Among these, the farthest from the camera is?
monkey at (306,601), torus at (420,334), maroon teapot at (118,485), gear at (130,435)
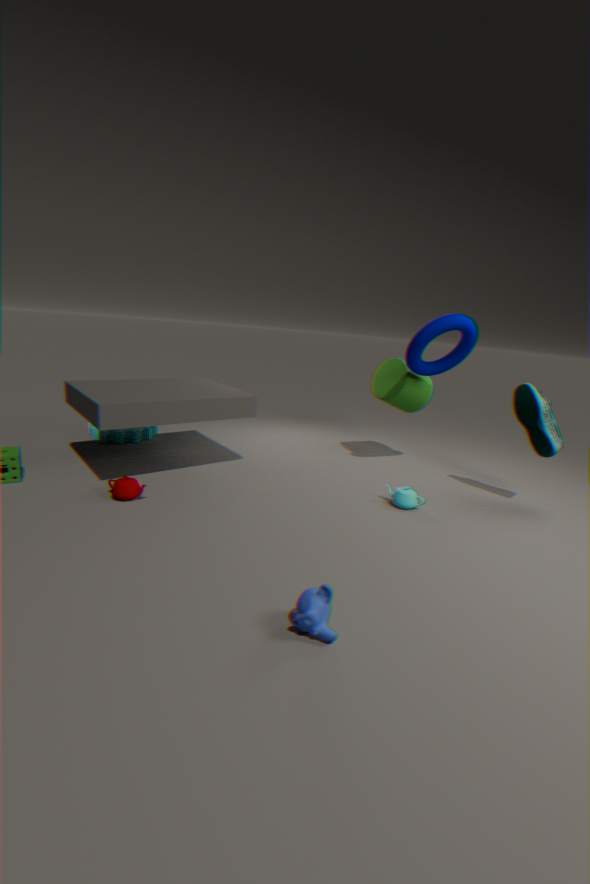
gear at (130,435)
